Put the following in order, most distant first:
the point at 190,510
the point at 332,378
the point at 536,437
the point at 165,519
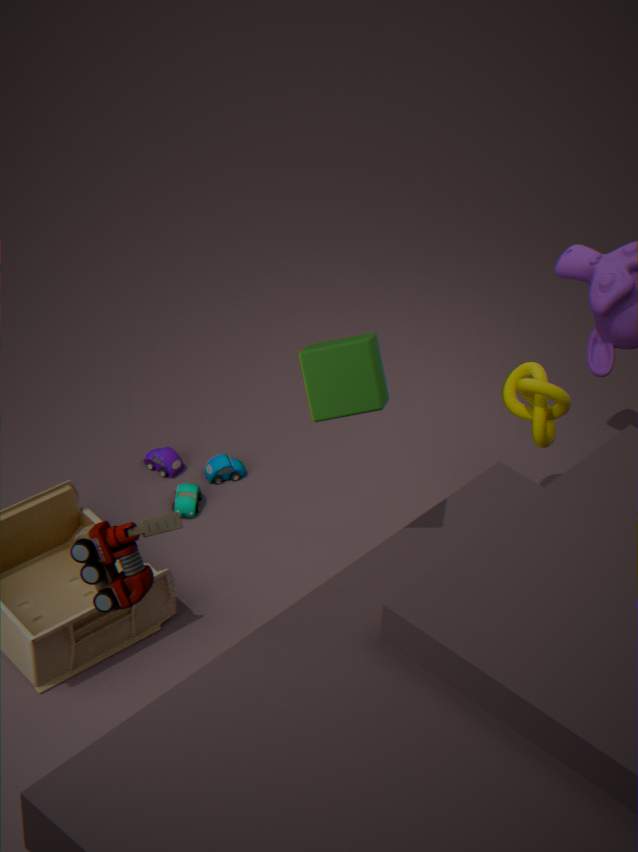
the point at 190,510 → the point at 536,437 → the point at 332,378 → the point at 165,519
